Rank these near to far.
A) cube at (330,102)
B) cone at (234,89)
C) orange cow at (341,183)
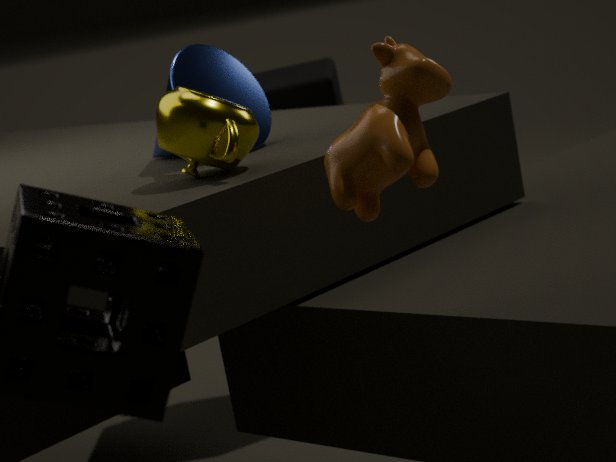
orange cow at (341,183) → cone at (234,89) → cube at (330,102)
